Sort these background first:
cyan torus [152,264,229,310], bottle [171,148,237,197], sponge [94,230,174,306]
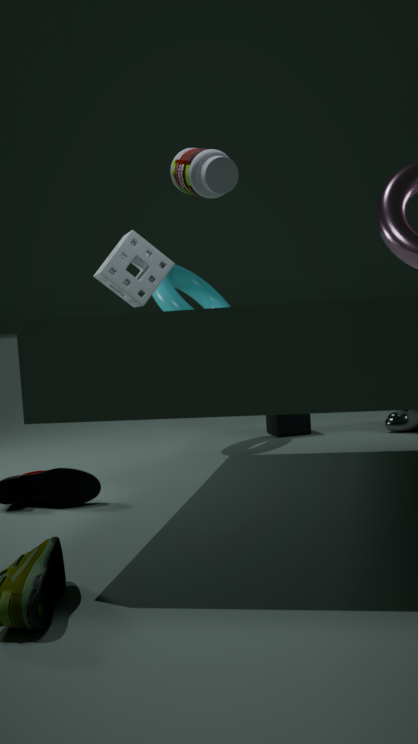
cyan torus [152,264,229,310]
sponge [94,230,174,306]
bottle [171,148,237,197]
